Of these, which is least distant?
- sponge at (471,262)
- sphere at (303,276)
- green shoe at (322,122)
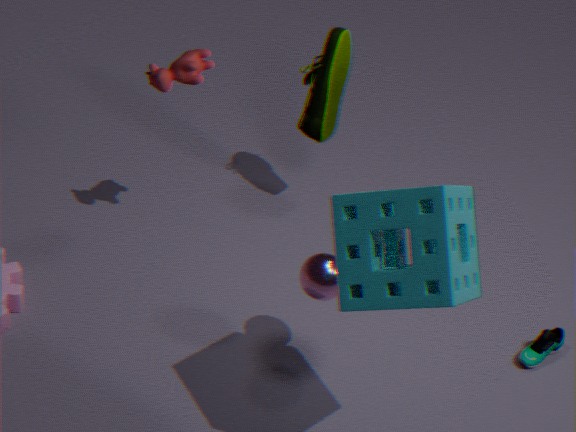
sponge at (471,262)
